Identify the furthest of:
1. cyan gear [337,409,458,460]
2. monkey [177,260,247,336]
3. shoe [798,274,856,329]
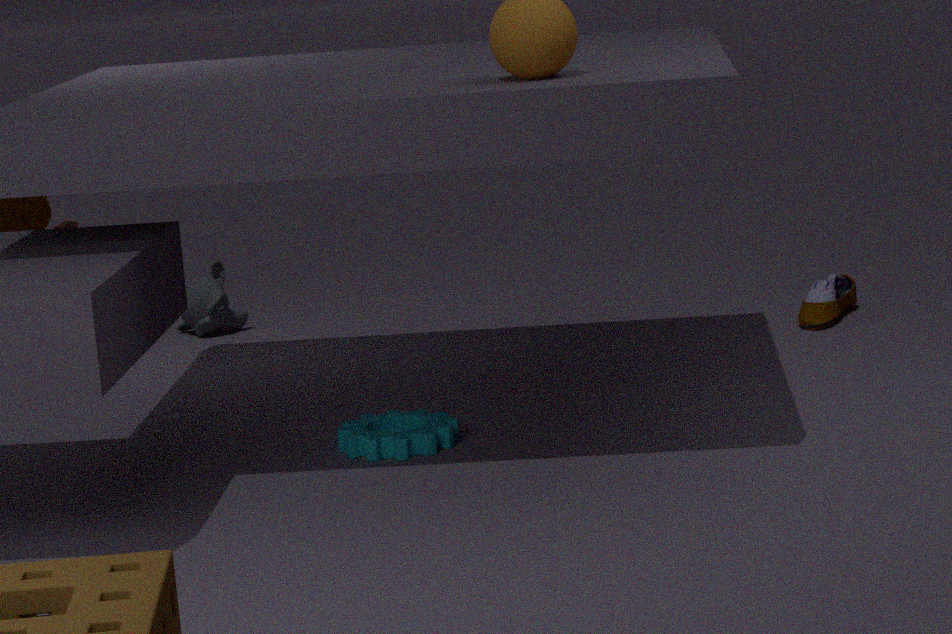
monkey [177,260,247,336]
